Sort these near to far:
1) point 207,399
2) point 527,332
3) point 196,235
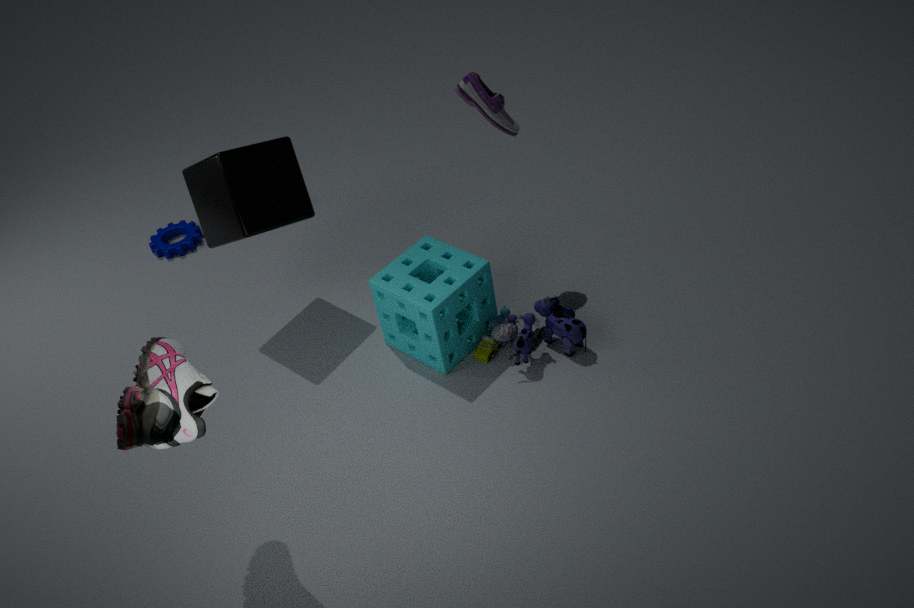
1. 1. point 207,399
2. 2. point 527,332
3. 3. point 196,235
